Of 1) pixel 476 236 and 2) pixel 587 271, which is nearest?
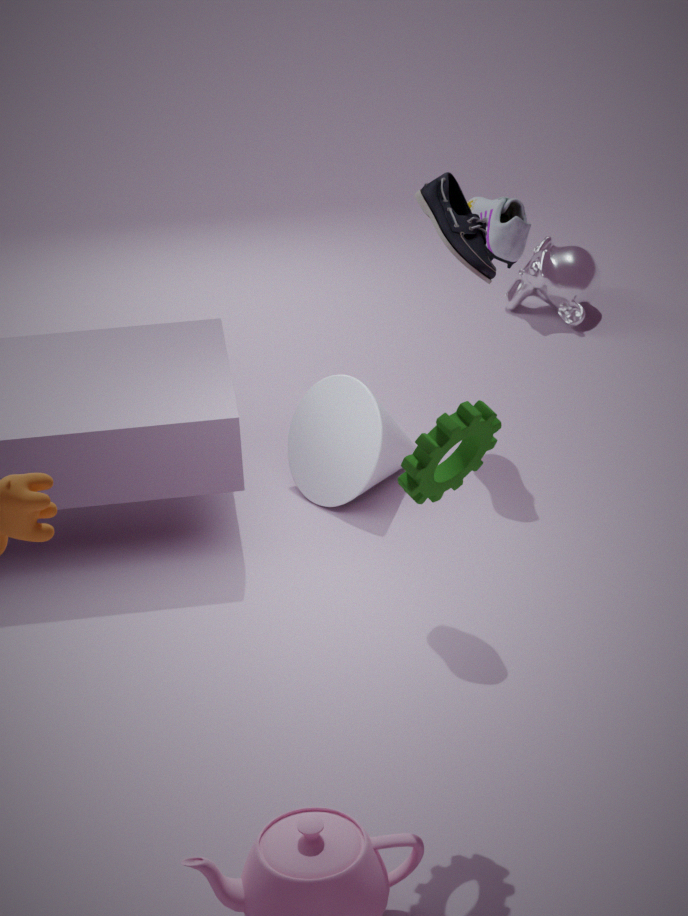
1. pixel 476 236
